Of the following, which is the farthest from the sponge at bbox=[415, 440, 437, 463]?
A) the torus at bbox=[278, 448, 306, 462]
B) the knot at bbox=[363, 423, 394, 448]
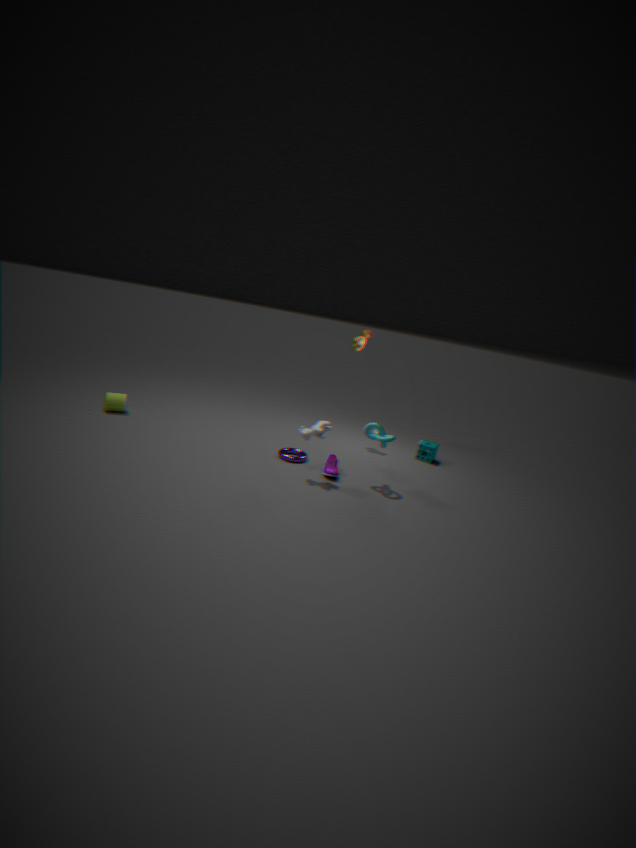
the torus at bbox=[278, 448, 306, 462]
